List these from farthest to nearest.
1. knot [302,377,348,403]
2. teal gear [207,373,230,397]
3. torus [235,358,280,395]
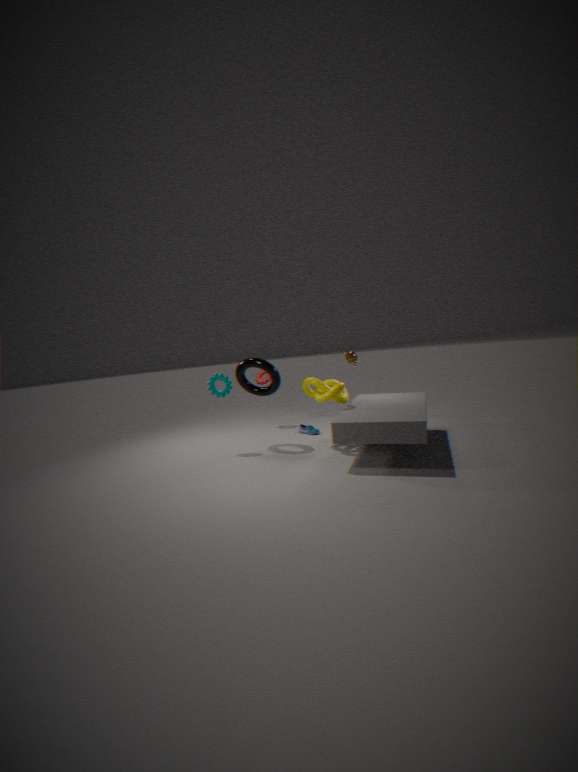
teal gear [207,373,230,397]
torus [235,358,280,395]
knot [302,377,348,403]
